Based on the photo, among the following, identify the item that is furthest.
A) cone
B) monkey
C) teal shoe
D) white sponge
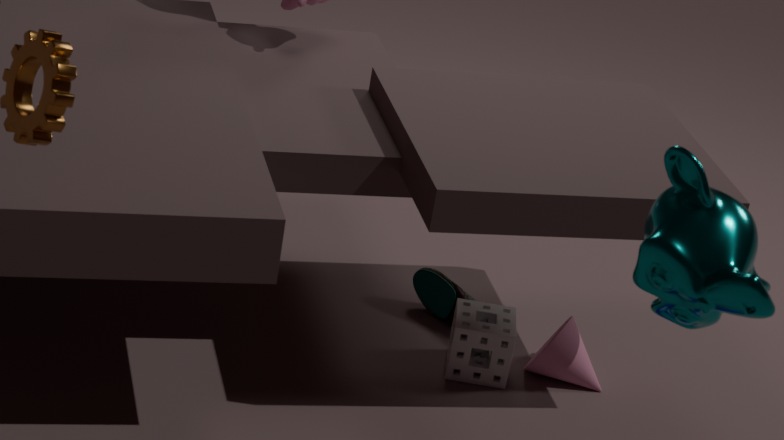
teal shoe
